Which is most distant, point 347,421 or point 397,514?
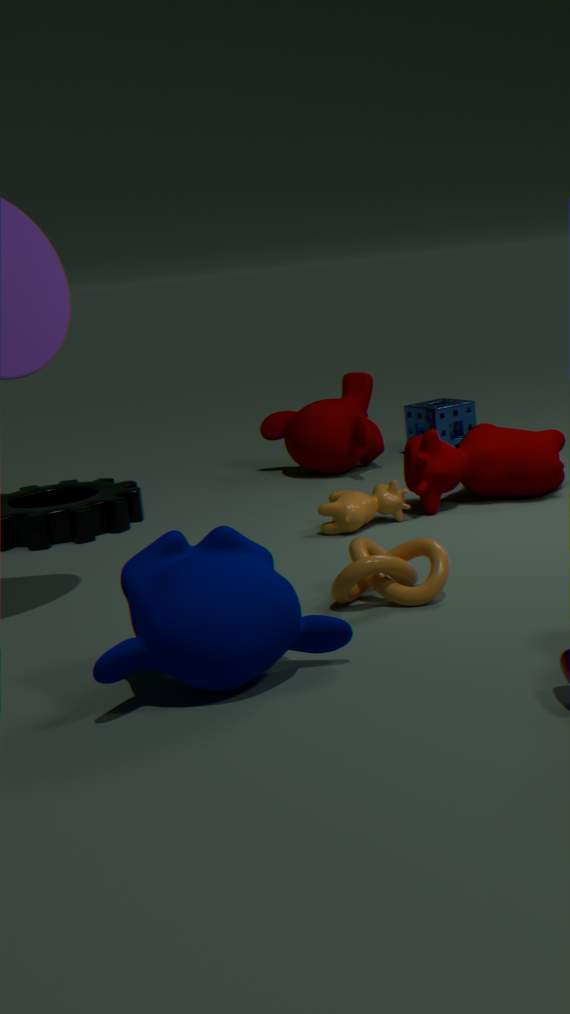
point 347,421
